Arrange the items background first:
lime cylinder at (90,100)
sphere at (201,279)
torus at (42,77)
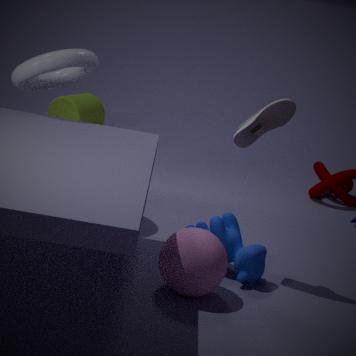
lime cylinder at (90,100), torus at (42,77), sphere at (201,279)
